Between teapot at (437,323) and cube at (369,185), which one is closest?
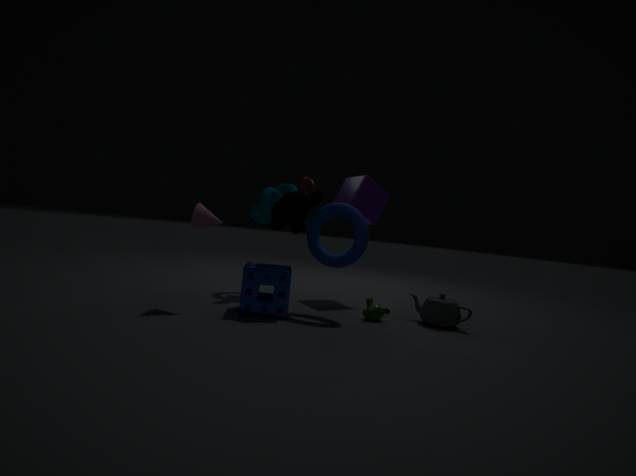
teapot at (437,323)
